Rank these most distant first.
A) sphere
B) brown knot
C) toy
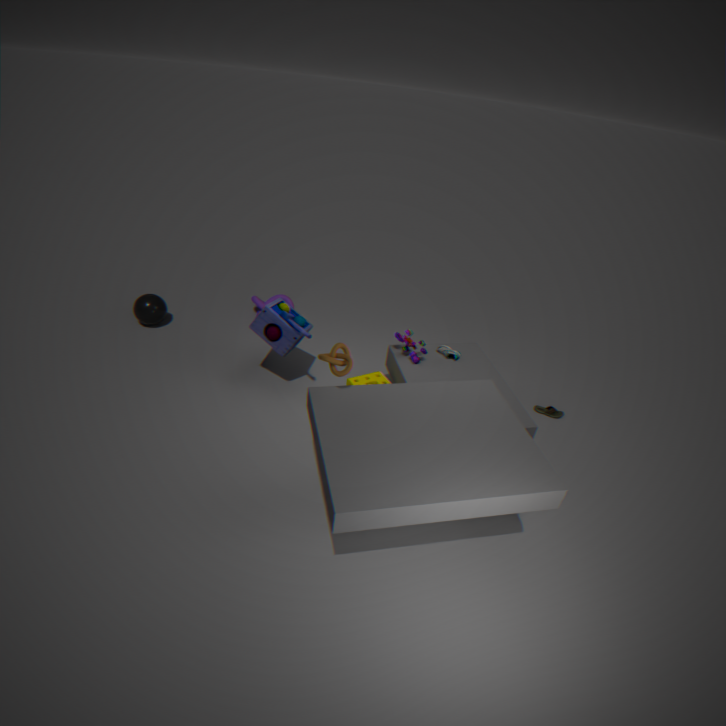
sphere < toy < brown knot
